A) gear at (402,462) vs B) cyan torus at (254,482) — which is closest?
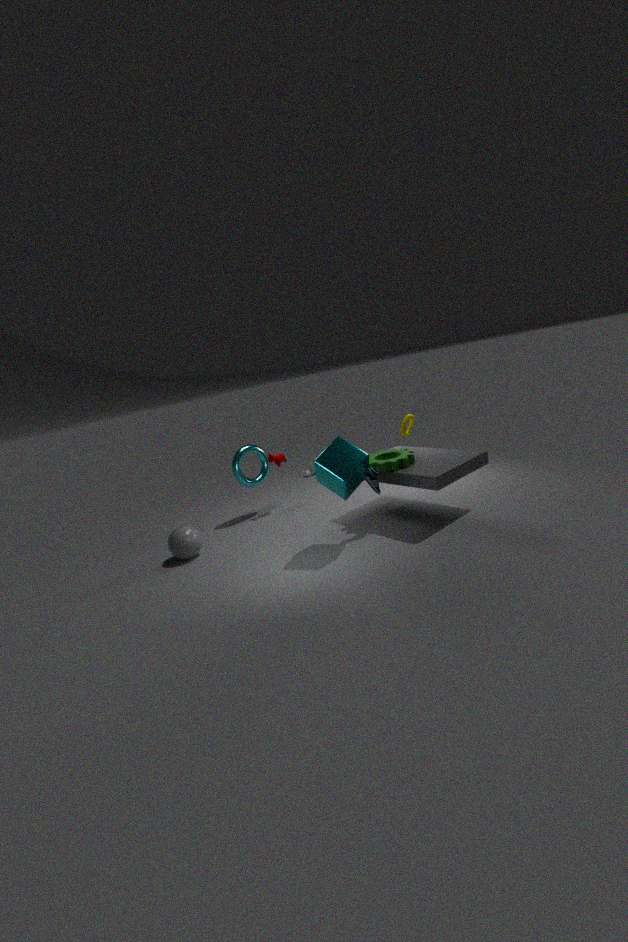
A. gear at (402,462)
